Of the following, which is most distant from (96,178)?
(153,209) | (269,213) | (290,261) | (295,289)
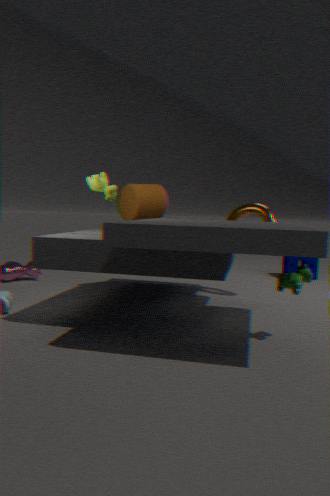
(290,261)
